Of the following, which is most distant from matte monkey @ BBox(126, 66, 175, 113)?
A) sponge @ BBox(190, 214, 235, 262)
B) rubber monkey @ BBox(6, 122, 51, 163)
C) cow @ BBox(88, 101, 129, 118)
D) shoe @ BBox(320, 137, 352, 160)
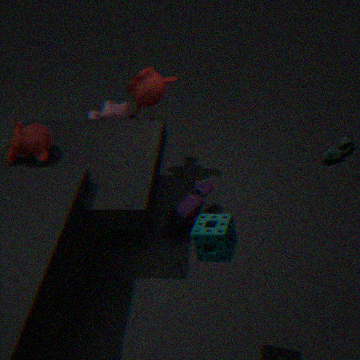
sponge @ BBox(190, 214, 235, 262)
